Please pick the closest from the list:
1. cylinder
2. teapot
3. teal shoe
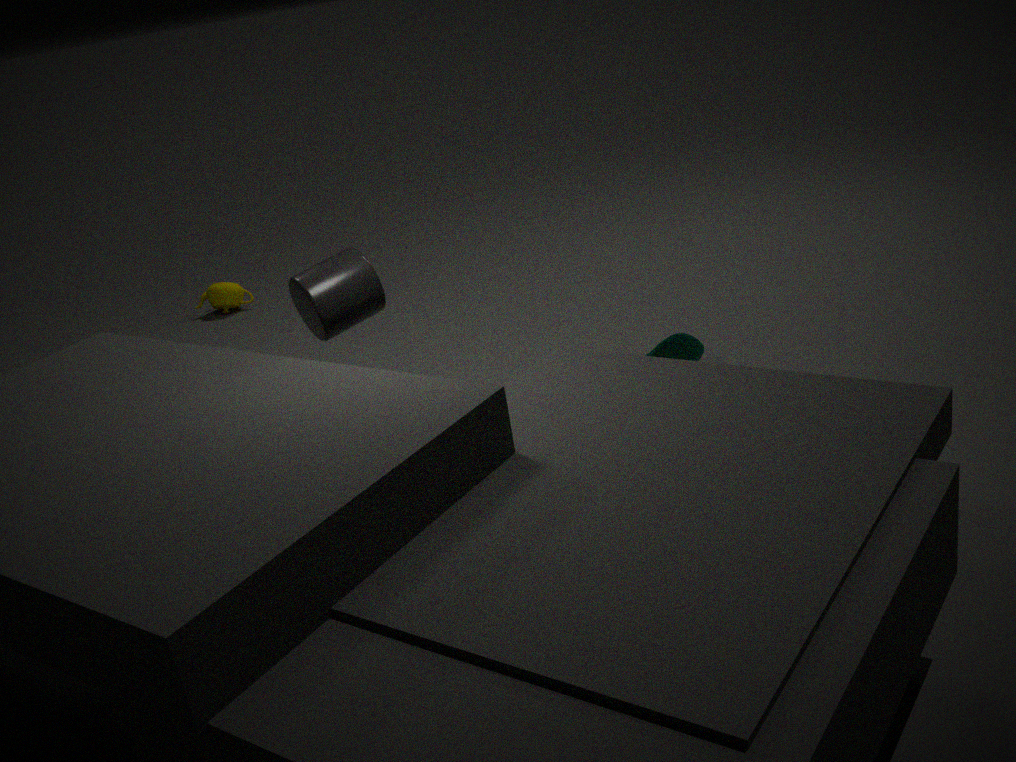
cylinder
